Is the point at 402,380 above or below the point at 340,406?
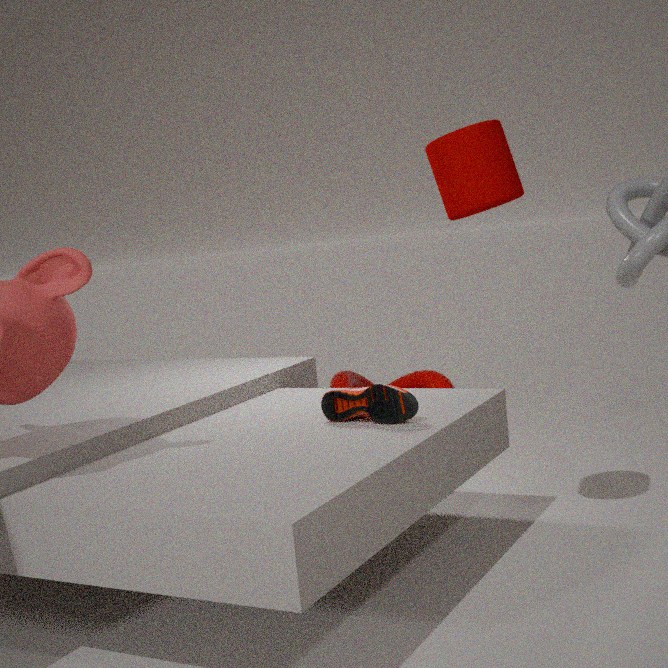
below
